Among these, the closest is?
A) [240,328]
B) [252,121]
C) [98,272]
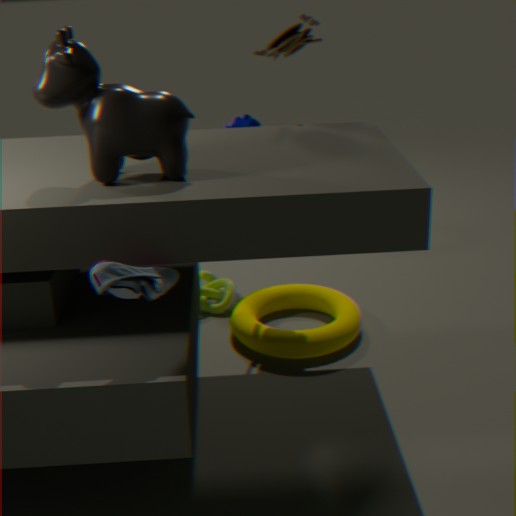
[98,272]
